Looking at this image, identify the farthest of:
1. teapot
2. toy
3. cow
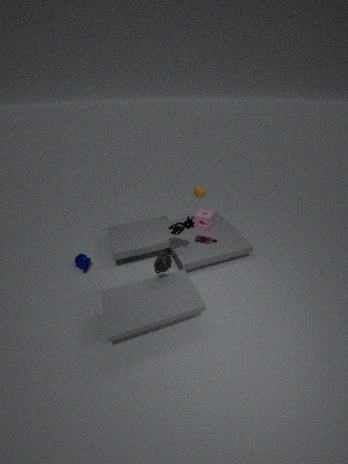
toy
